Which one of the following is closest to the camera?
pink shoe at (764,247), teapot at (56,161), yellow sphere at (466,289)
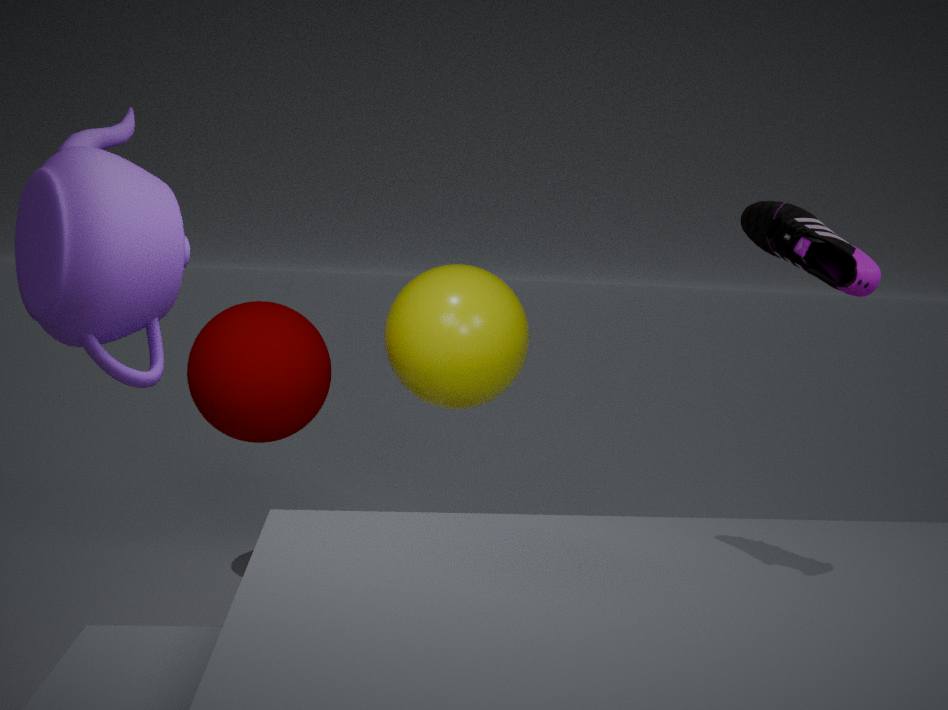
pink shoe at (764,247)
